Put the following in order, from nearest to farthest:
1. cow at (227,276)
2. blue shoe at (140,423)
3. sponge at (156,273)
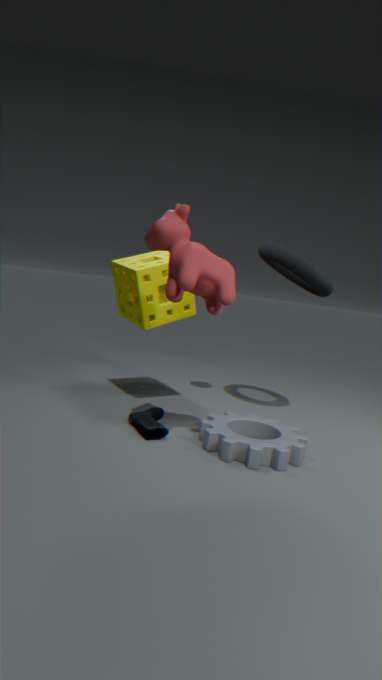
cow at (227,276), blue shoe at (140,423), sponge at (156,273)
